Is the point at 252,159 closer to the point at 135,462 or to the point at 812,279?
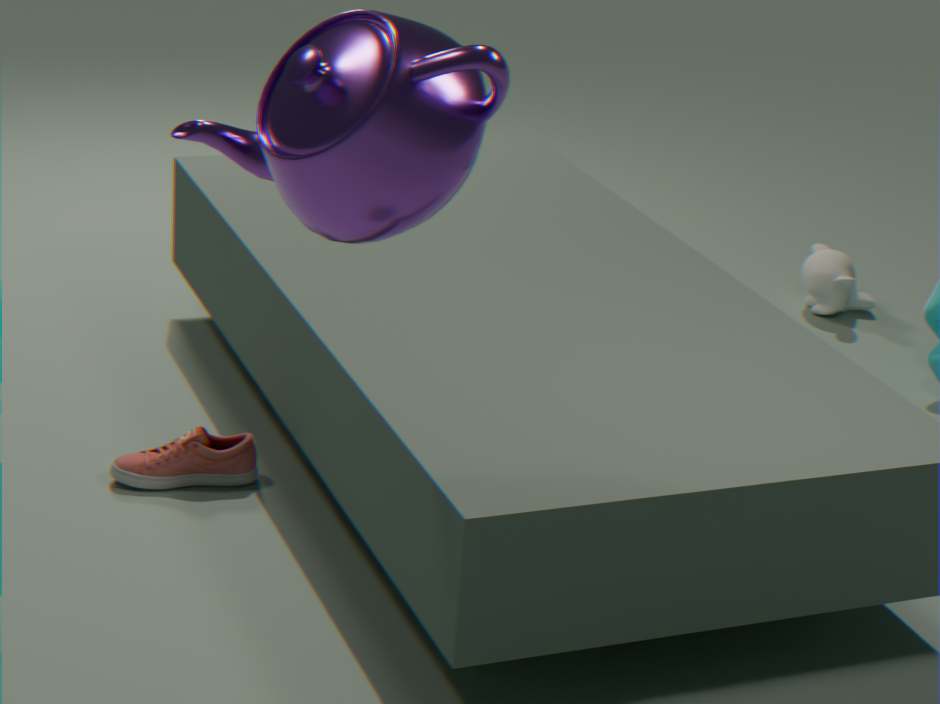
the point at 135,462
